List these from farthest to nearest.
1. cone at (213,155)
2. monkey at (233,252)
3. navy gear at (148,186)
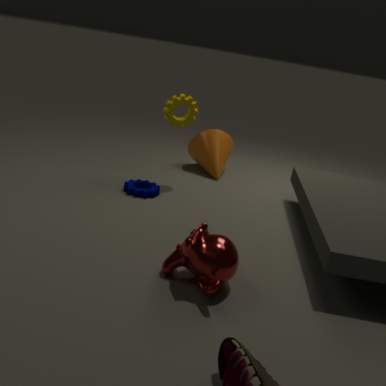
cone at (213,155)
navy gear at (148,186)
monkey at (233,252)
